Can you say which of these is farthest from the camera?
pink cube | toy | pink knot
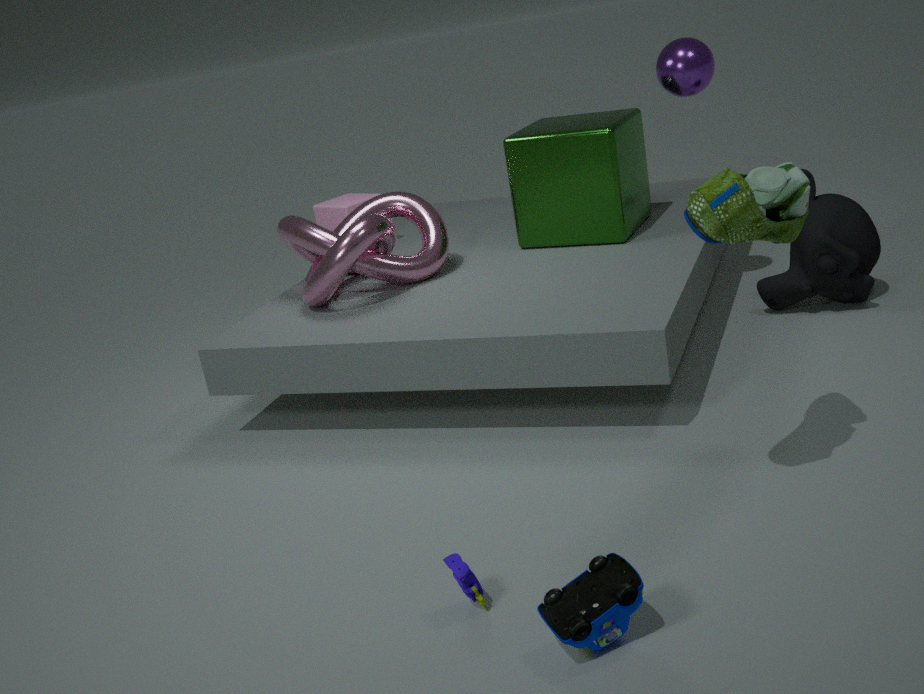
pink cube
